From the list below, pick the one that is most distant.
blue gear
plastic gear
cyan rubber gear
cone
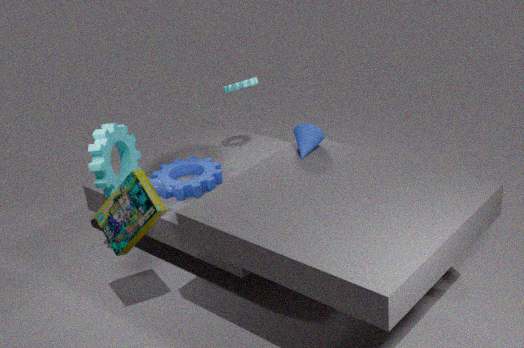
plastic gear
